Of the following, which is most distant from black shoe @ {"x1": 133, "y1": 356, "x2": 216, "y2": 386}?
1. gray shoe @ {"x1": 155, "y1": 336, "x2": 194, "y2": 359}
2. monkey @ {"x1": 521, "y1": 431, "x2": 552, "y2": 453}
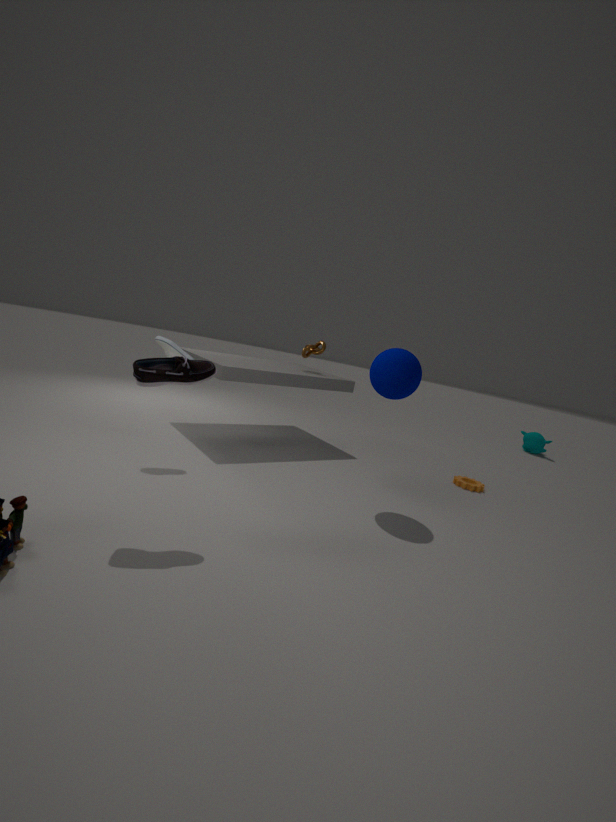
monkey @ {"x1": 521, "y1": 431, "x2": 552, "y2": 453}
